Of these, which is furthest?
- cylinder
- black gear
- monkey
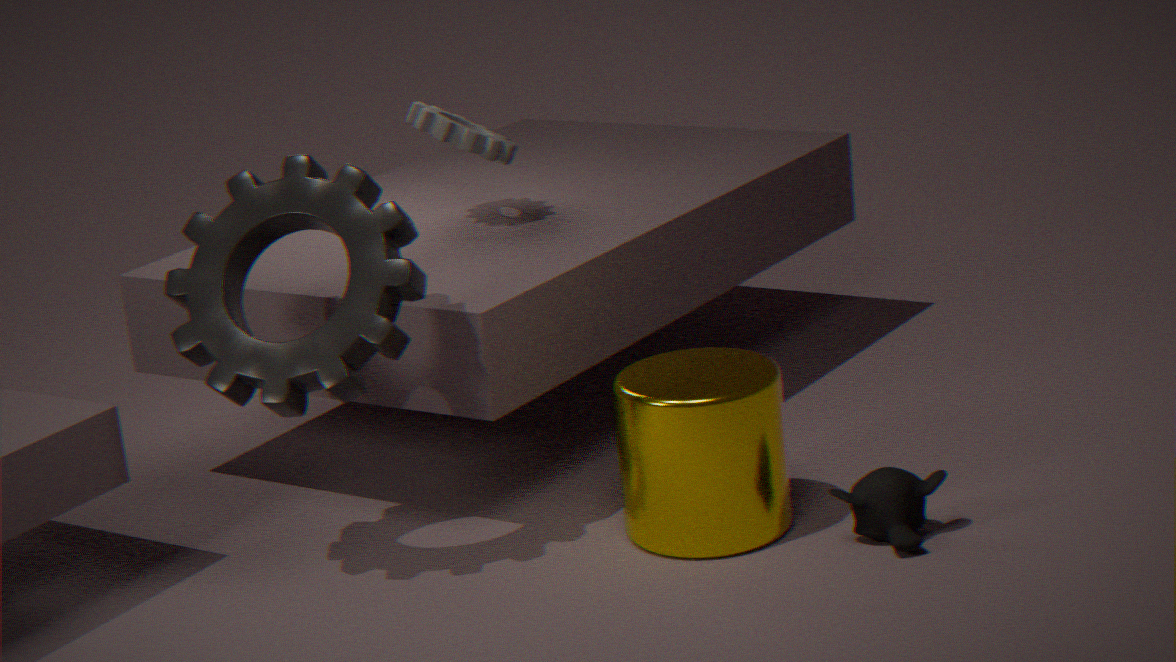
monkey
